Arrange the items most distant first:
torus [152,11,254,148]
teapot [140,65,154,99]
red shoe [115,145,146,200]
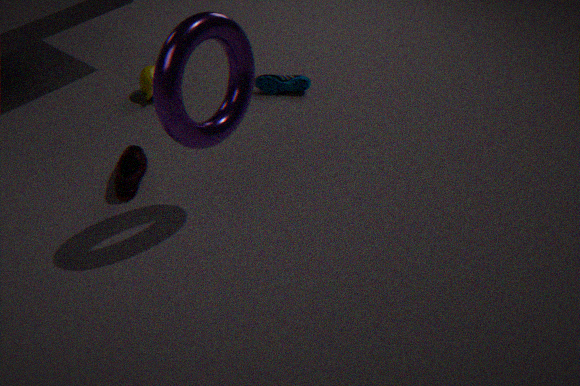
teapot [140,65,154,99] → red shoe [115,145,146,200] → torus [152,11,254,148]
